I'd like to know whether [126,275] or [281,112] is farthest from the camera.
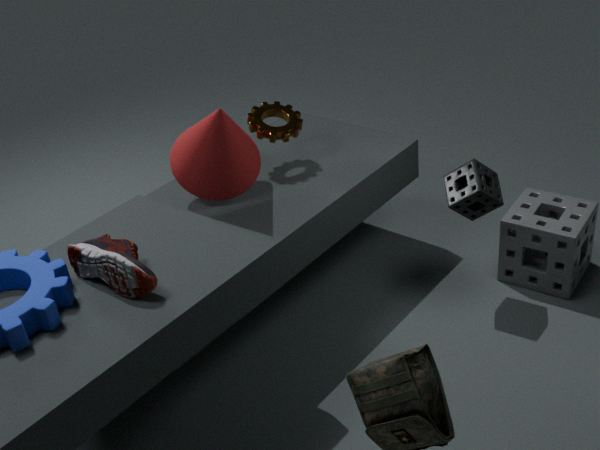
[281,112]
